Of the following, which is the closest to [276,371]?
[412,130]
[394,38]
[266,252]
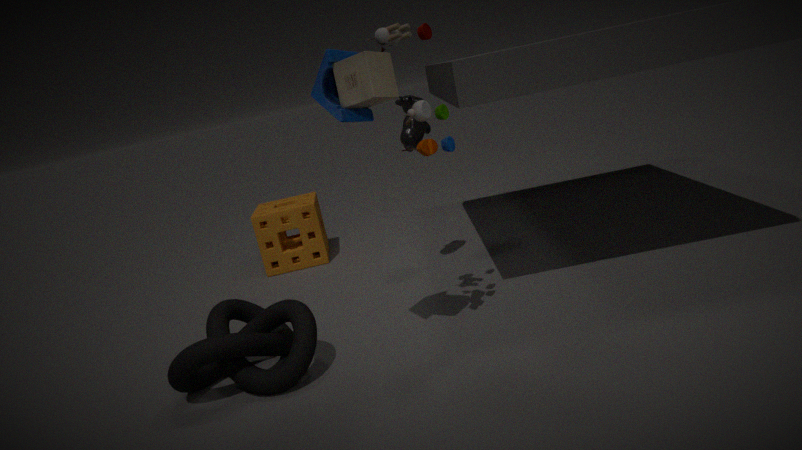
[394,38]
